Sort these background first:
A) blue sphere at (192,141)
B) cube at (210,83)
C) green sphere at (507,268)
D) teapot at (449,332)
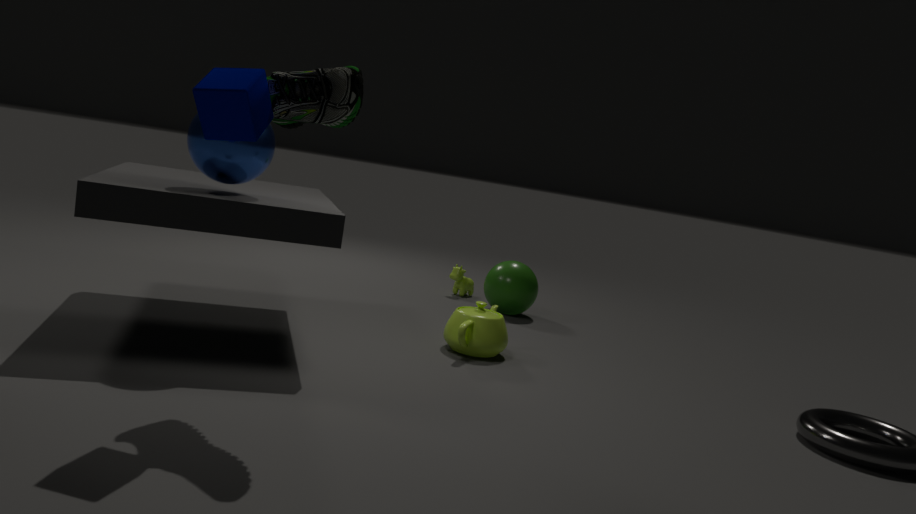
green sphere at (507,268), teapot at (449,332), blue sphere at (192,141), cube at (210,83)
